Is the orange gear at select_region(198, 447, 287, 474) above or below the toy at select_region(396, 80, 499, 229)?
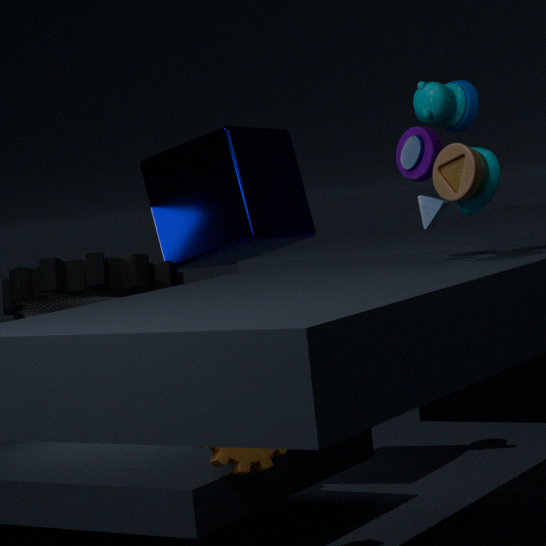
below
